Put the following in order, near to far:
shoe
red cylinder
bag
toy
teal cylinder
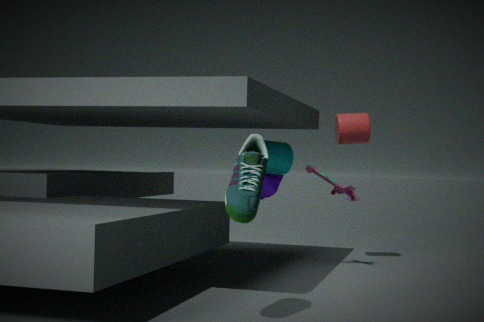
shoe
teal cylinder
toy
bag
red cylinder
